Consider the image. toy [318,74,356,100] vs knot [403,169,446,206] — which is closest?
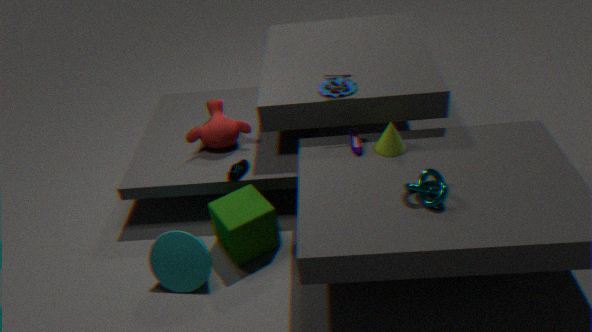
knot [403,169,446,206]
